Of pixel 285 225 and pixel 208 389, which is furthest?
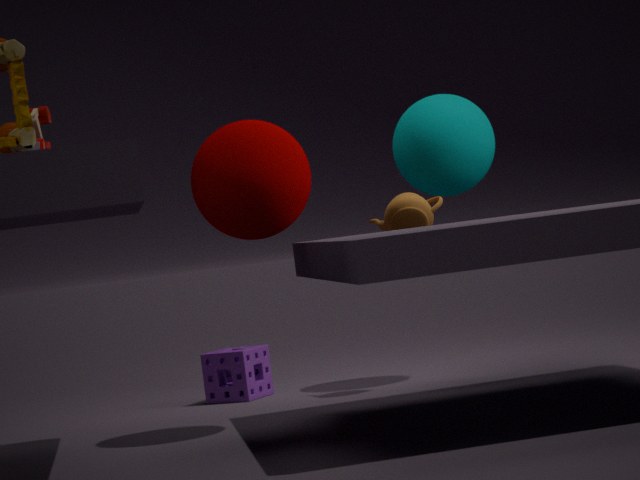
pixel 208 389
